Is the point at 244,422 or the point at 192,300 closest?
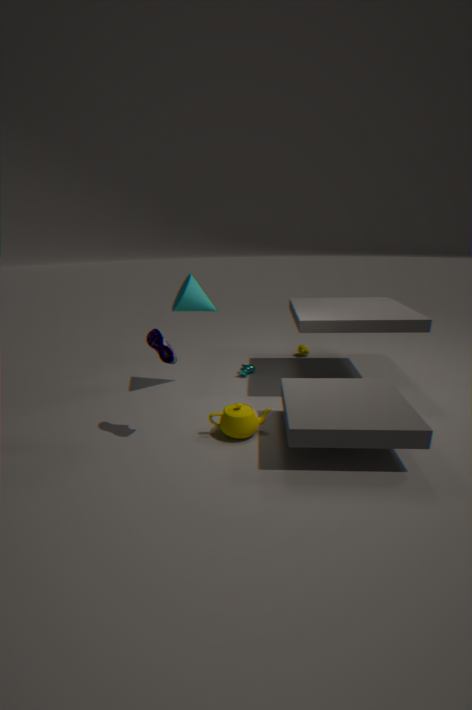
the point at 244,422
